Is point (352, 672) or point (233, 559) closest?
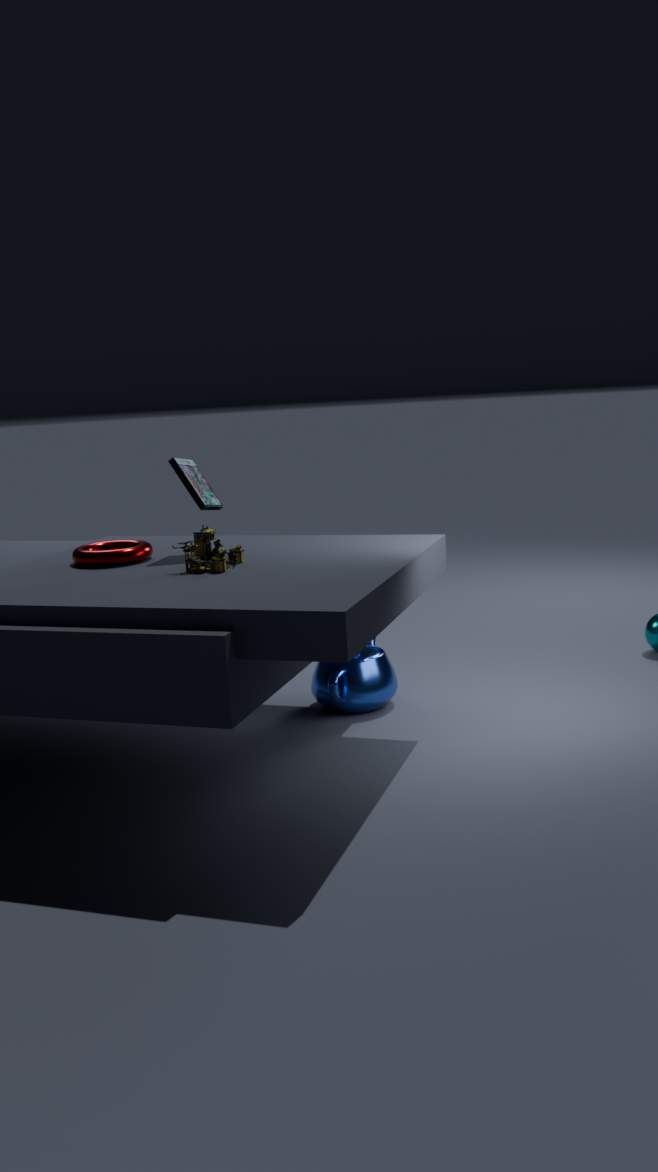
point (233, 559)
